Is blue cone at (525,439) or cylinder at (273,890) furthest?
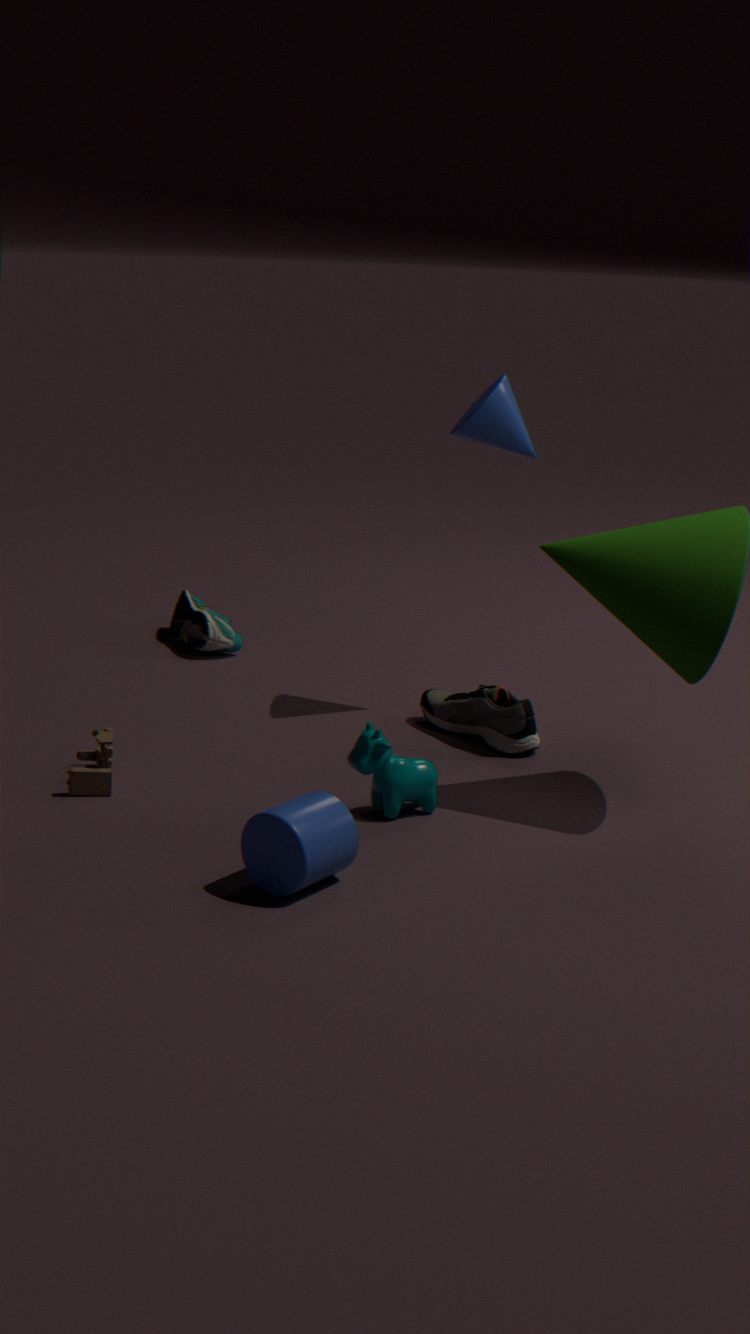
blue cone at (525,439)
